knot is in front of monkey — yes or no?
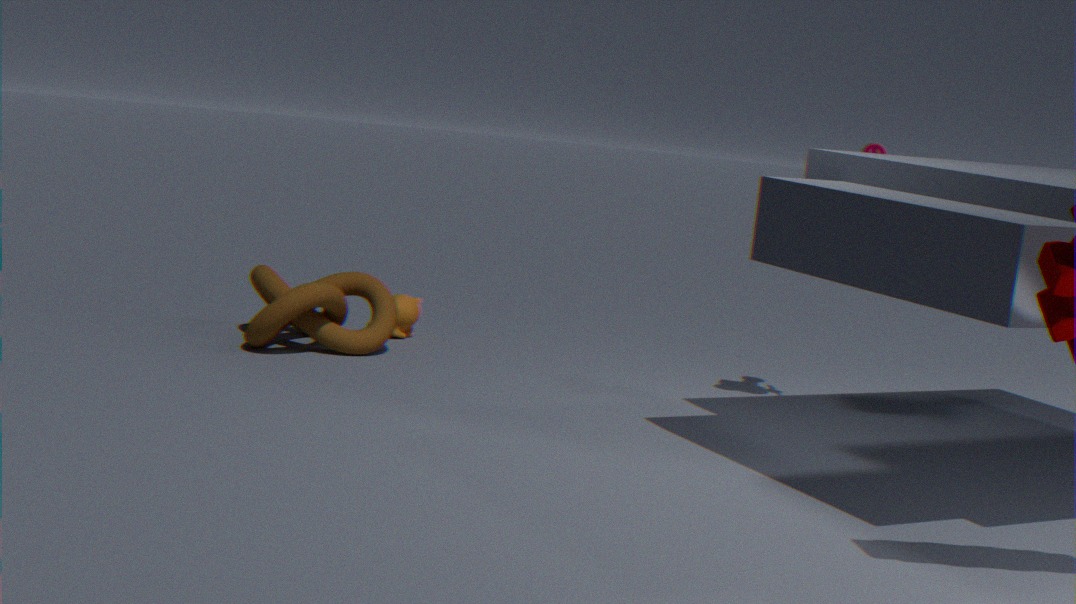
Yes
